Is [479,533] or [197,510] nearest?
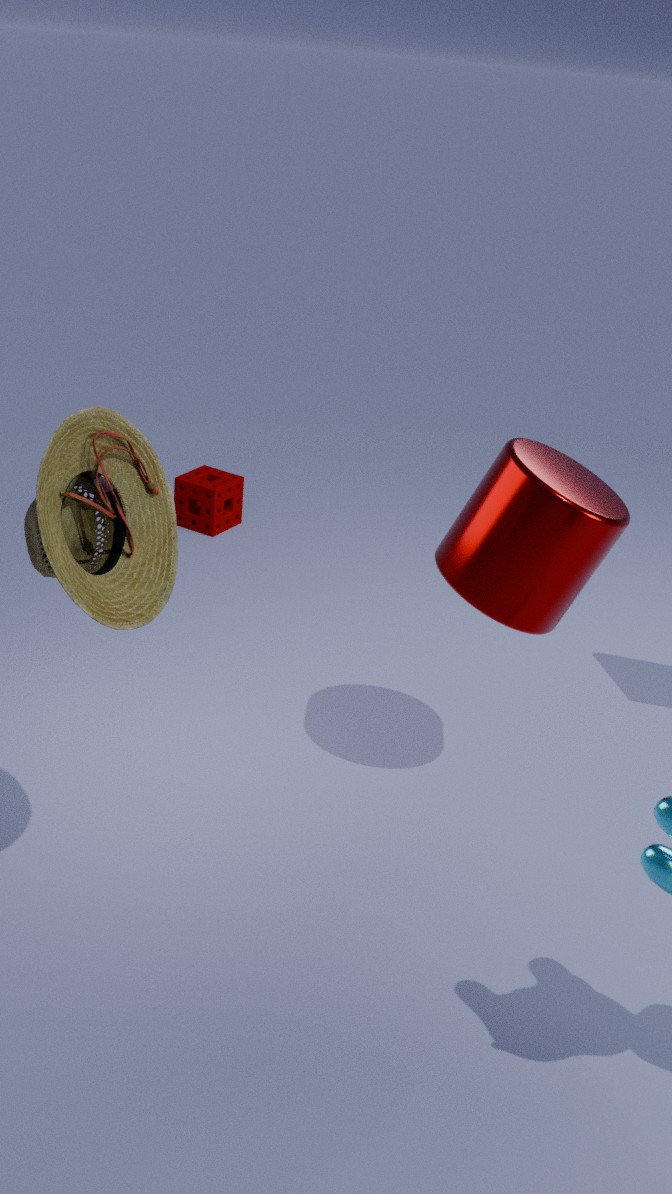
[479,533]
